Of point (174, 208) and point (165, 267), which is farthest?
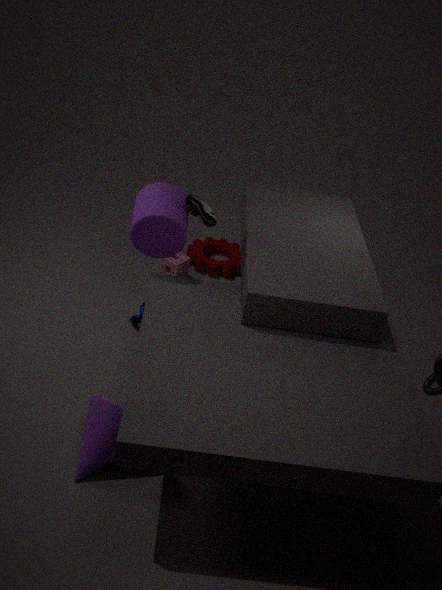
point (165, 267)
